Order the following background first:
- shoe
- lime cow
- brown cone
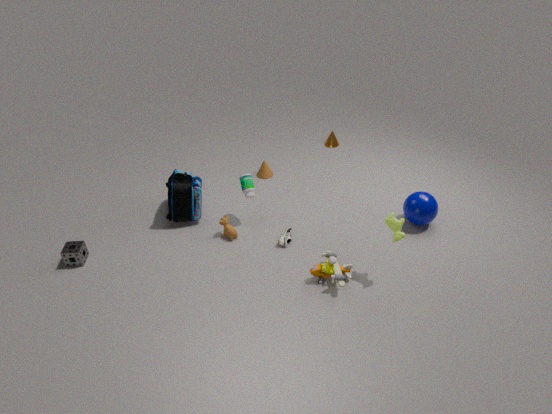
brown cone
shoe
lime cow
